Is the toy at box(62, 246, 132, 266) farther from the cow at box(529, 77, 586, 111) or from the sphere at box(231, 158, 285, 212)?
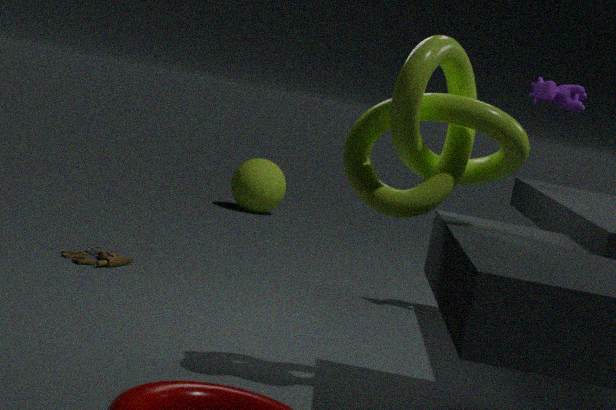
the sphere at box(231, 158, 285, 212)
